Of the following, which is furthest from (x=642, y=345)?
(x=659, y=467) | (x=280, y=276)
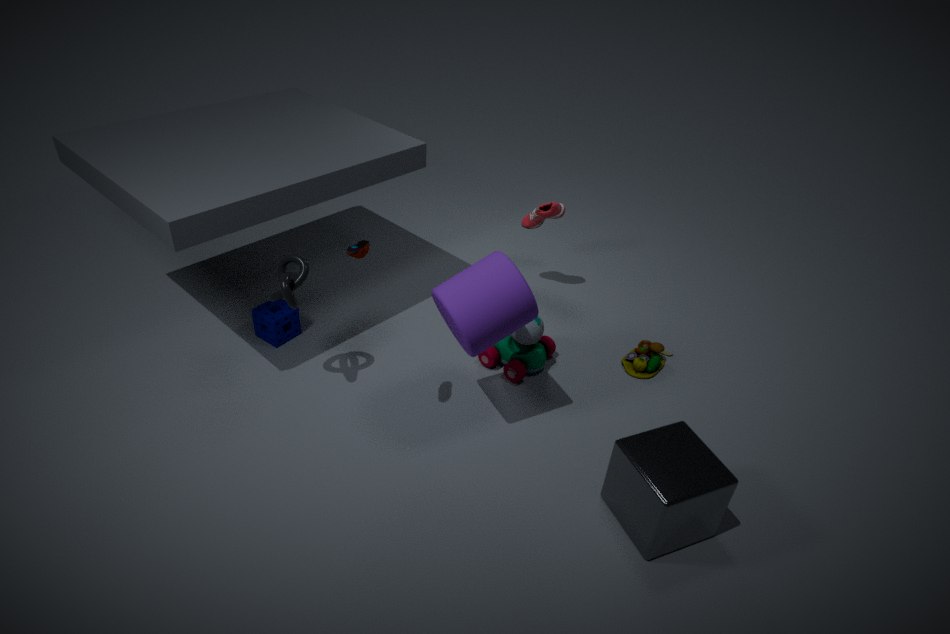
(x=280, y=276)
